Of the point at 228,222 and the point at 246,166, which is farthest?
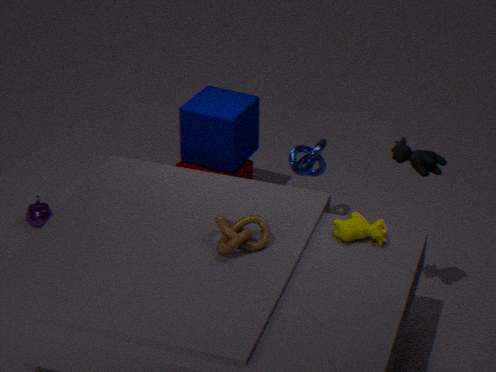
the point at 246,166
